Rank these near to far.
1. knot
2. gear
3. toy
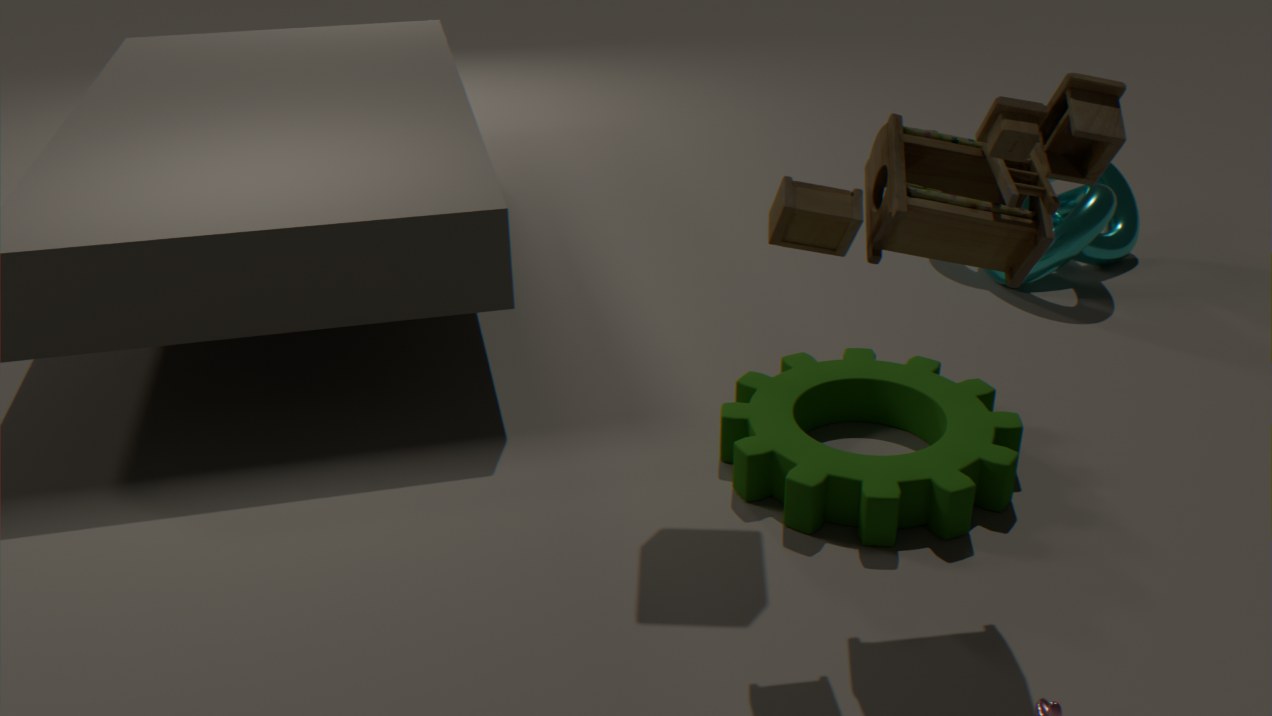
toy, gear, knot
